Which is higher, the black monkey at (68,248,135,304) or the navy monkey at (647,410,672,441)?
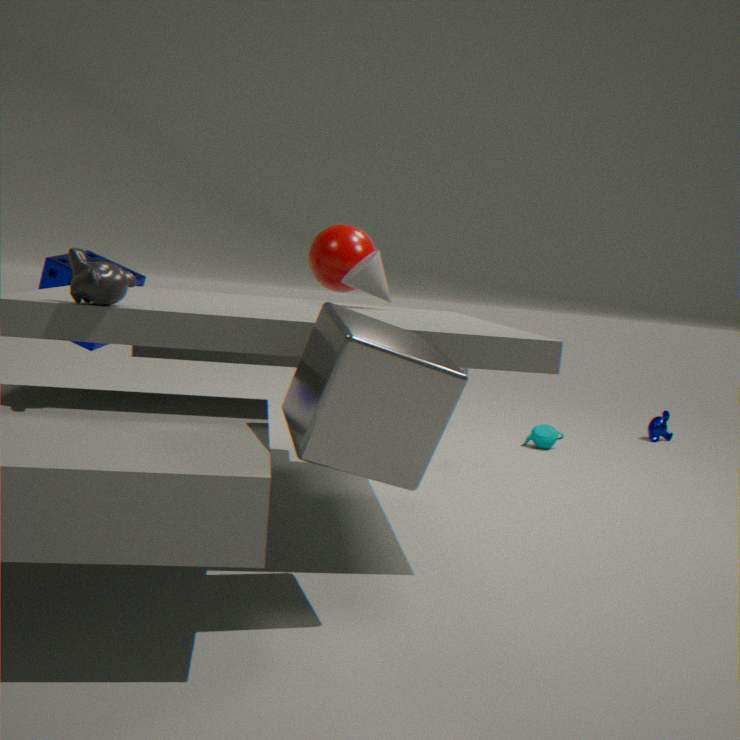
the black monkey at (68,248,135,304)
